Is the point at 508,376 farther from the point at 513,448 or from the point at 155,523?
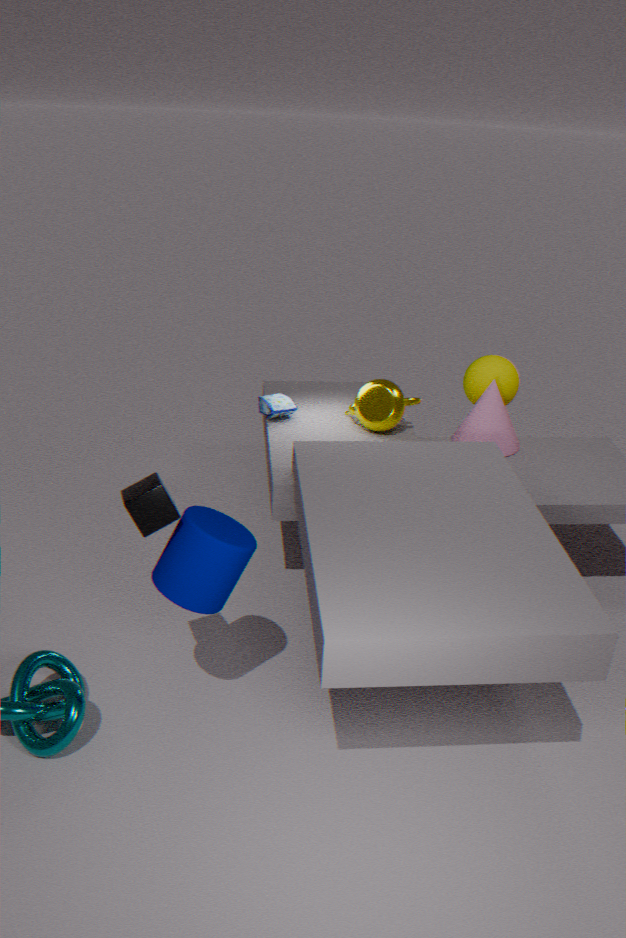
the point at 155,523
